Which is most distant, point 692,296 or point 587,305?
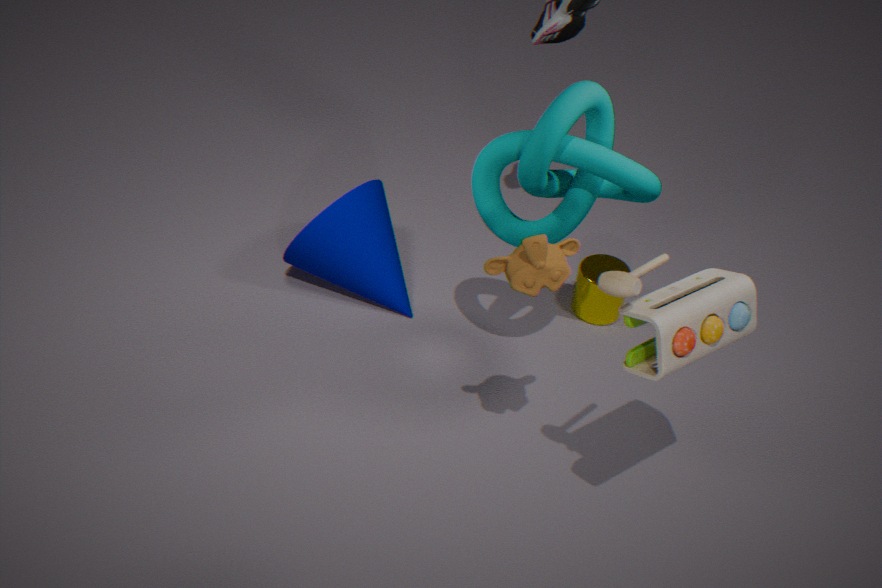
point 587,305
